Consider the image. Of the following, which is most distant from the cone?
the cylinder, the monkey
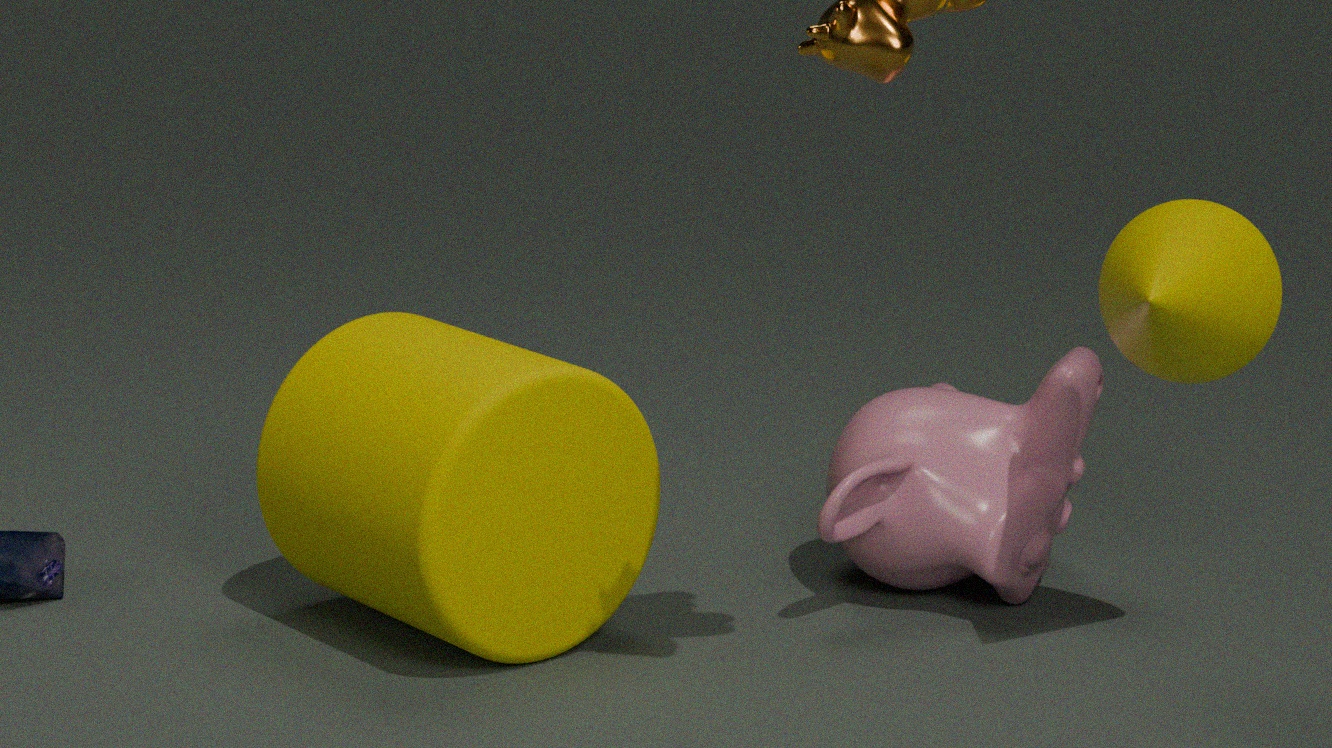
the cylinder
